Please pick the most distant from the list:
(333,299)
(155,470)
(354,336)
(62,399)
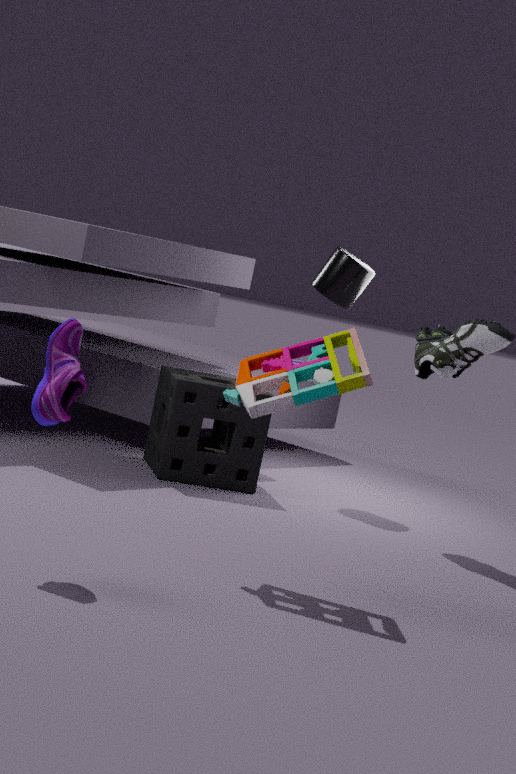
(333,299)
